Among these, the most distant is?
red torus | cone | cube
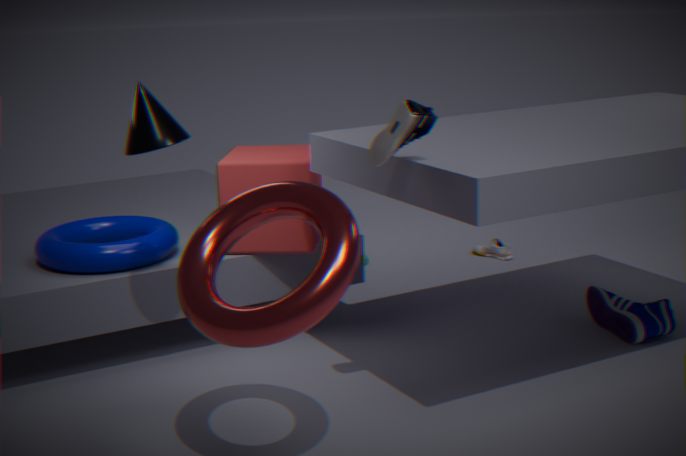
cube
